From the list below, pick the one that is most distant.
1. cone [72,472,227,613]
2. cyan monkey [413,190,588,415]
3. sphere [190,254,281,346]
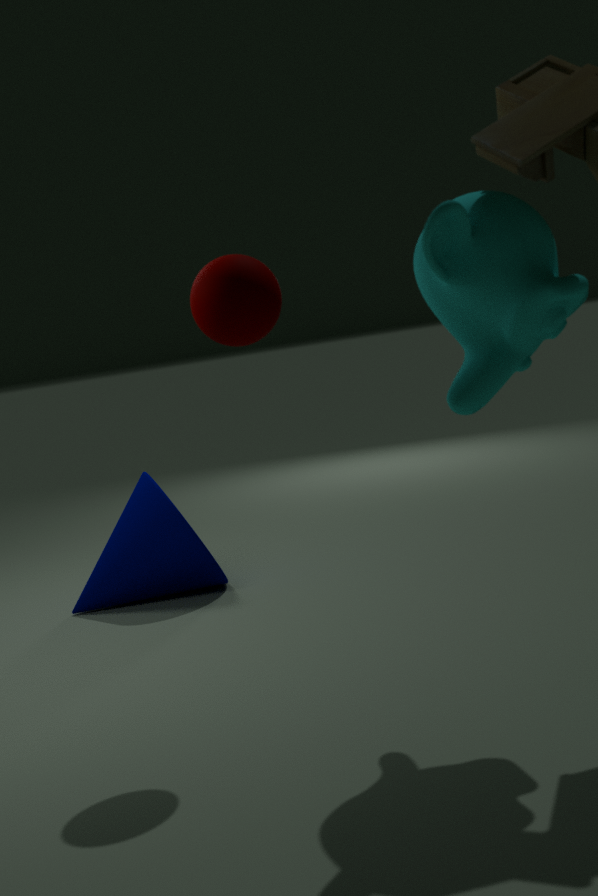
cone [72,472,227,613]
